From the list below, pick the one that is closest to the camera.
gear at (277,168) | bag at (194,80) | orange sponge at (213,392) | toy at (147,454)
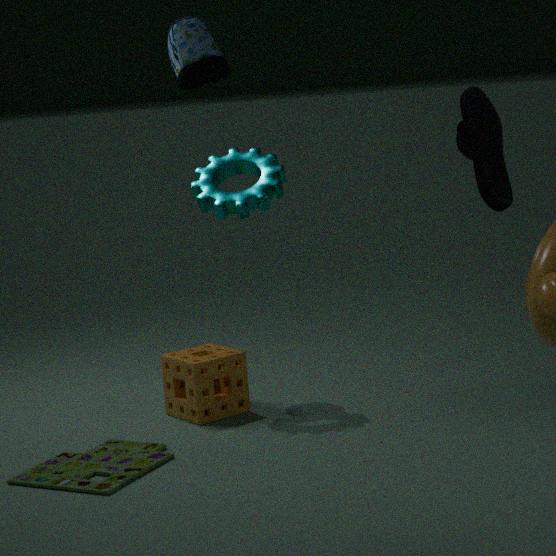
toy at (147,454)
